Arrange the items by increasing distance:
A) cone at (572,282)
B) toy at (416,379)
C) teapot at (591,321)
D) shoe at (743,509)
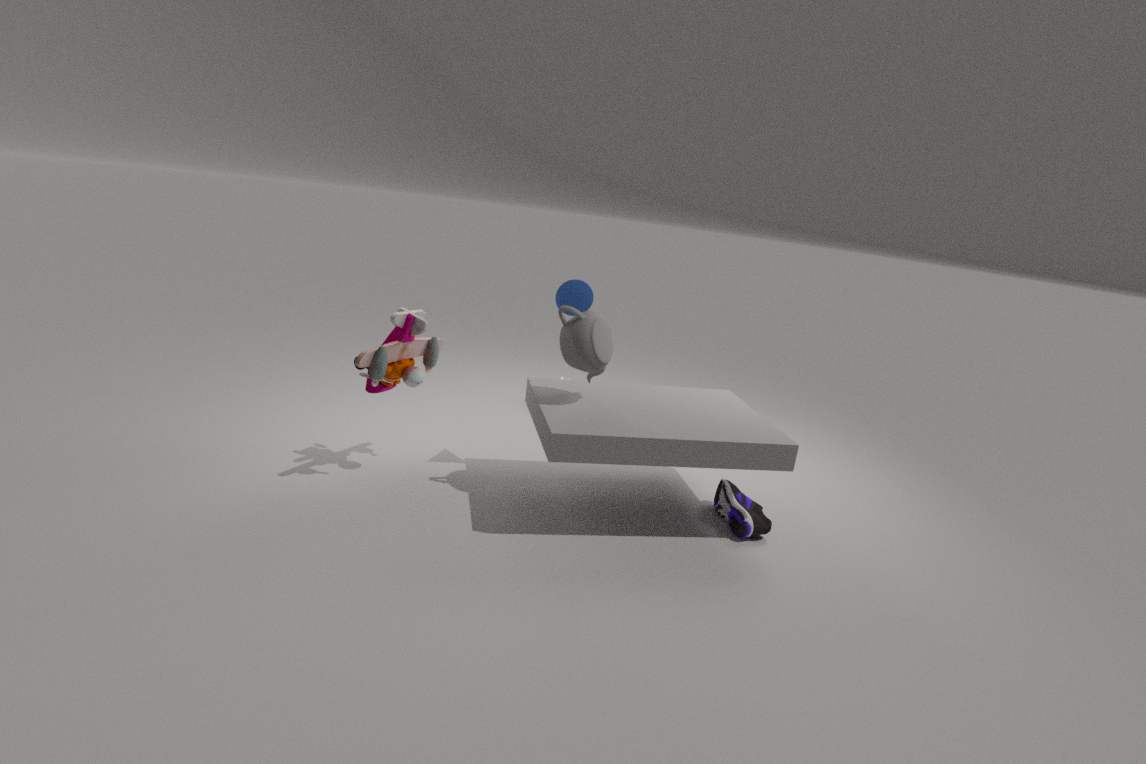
teapot at (591,321)
toy at (416,379)
shoe at (743,509)
cone at (572,282)
